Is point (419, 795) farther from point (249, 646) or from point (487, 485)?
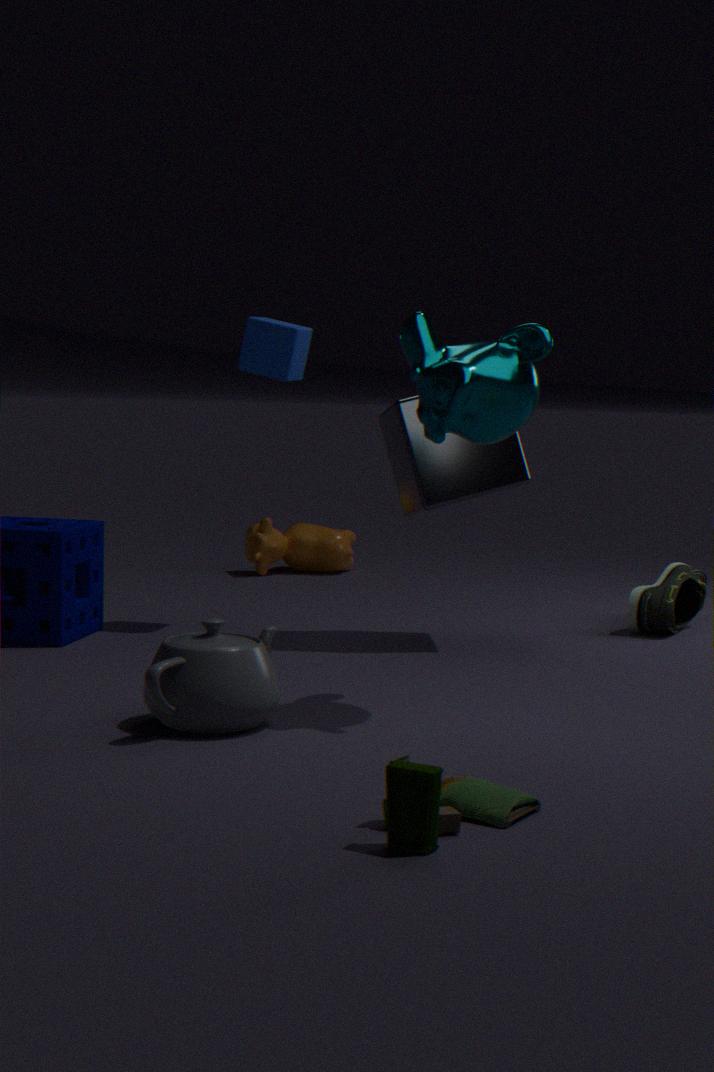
point (487, 485)
